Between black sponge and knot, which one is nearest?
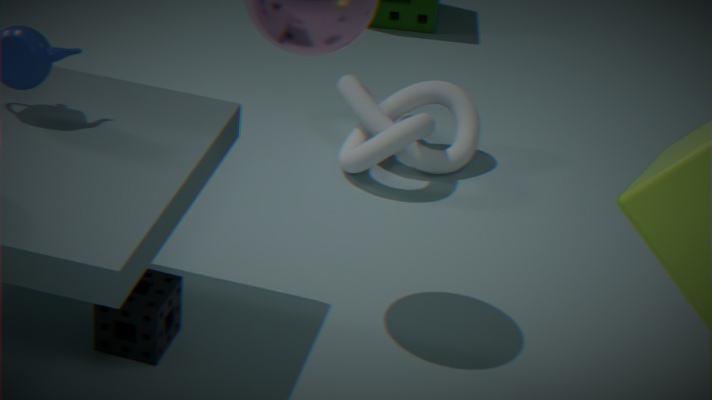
black sponge
